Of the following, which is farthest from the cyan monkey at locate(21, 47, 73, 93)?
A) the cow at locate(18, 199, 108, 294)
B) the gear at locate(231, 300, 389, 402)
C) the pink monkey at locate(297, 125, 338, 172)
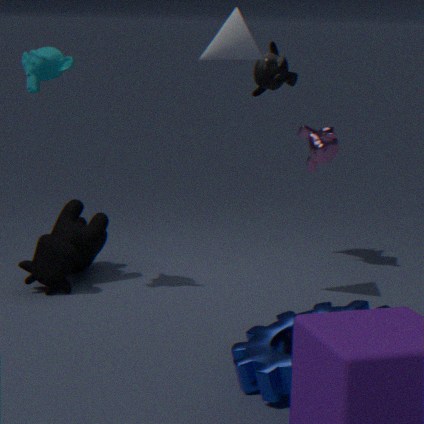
the gear at locate(231, 300, 389, 402)
